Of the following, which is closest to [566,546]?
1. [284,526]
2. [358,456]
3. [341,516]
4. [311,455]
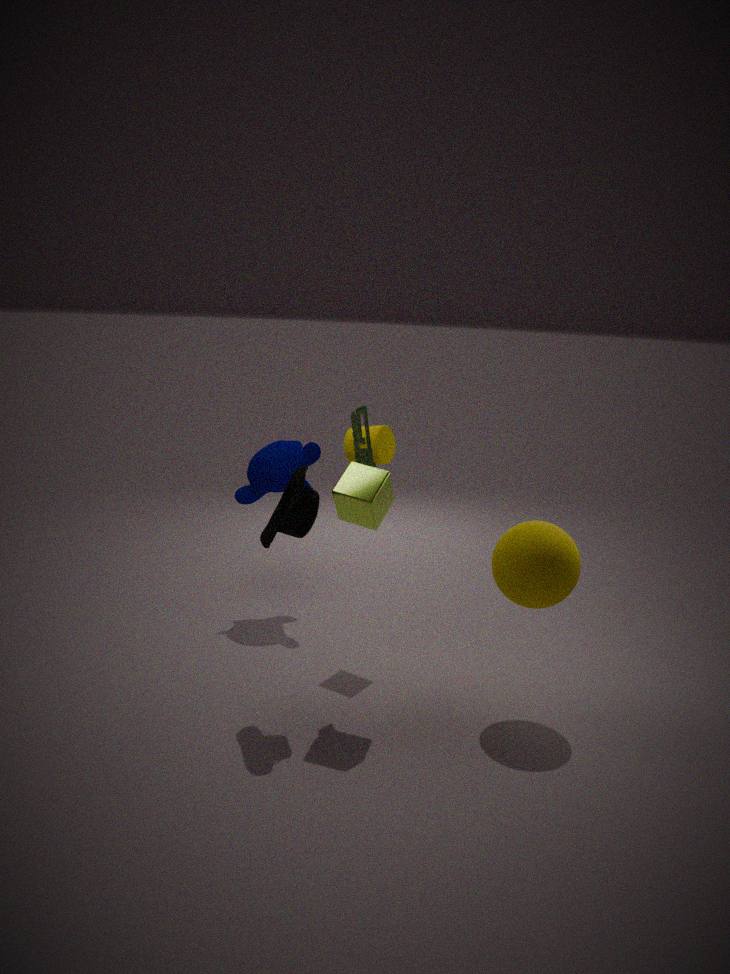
[341,516]
